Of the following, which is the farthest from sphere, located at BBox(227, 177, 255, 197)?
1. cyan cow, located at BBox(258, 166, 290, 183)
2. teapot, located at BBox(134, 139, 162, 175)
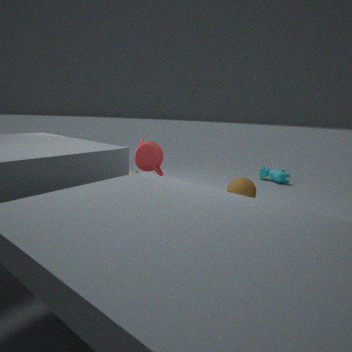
cyan cow, located at BBox(258, 166, 290, 183)
